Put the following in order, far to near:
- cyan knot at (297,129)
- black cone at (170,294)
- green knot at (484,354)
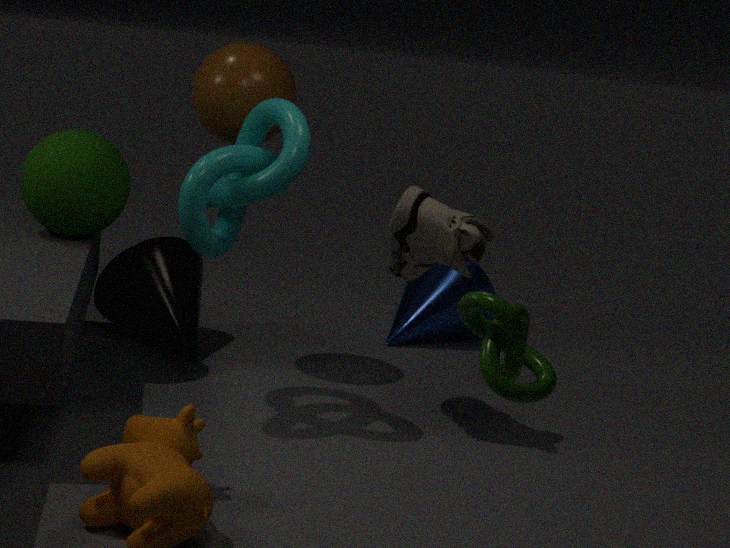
black cone at (170,294) → cyan knot at (297,129) → green knot at (484,354)
